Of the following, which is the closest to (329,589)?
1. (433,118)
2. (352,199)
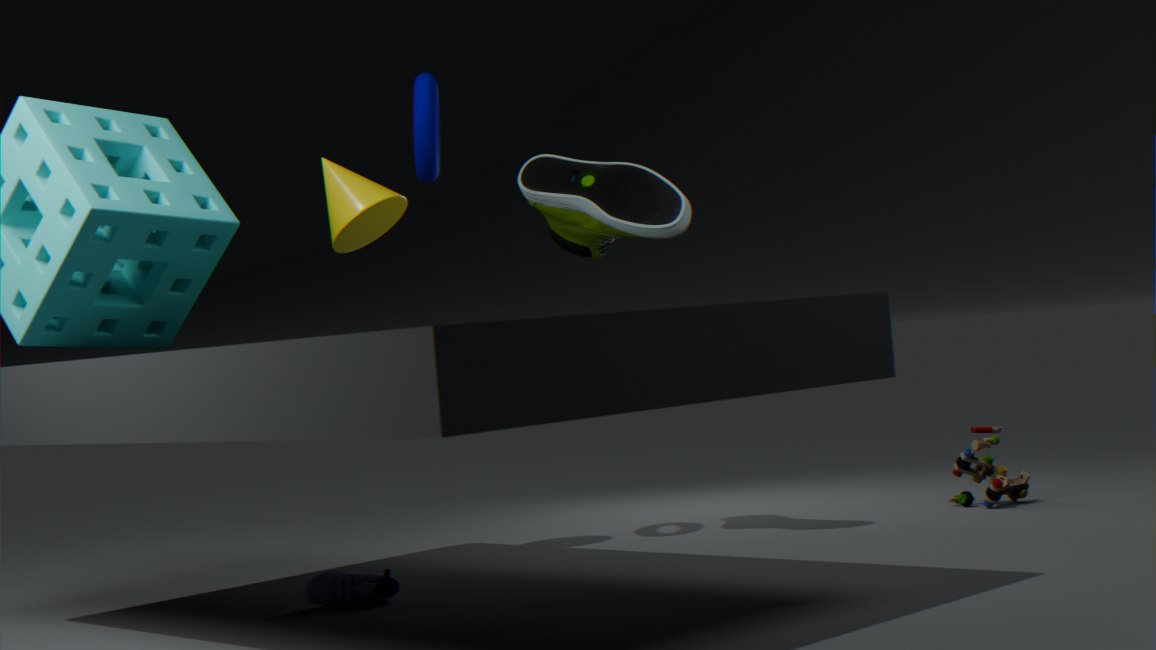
(352,199)
